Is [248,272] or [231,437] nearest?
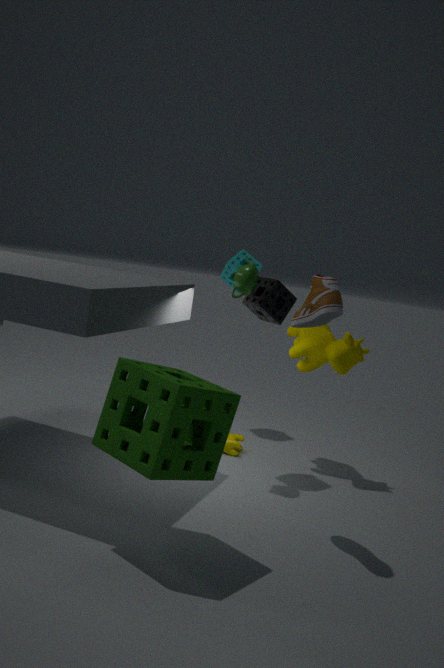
[248,272]
